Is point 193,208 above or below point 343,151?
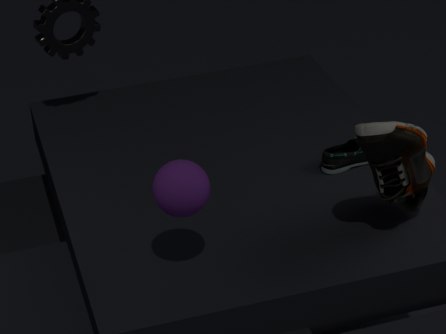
above
